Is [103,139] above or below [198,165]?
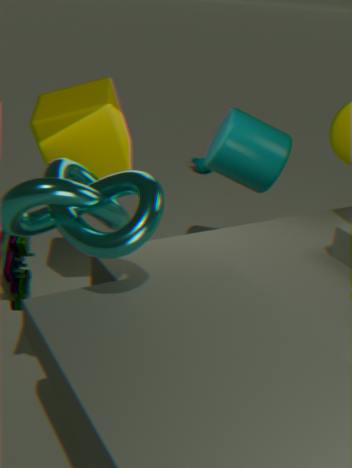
above
